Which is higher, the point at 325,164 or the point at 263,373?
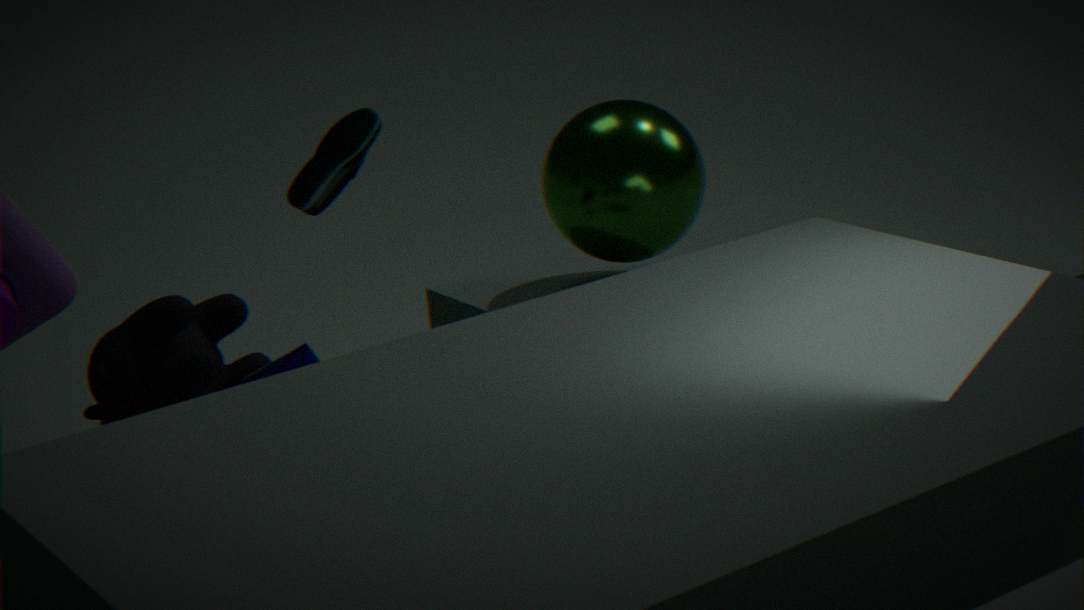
the point at 325,164
